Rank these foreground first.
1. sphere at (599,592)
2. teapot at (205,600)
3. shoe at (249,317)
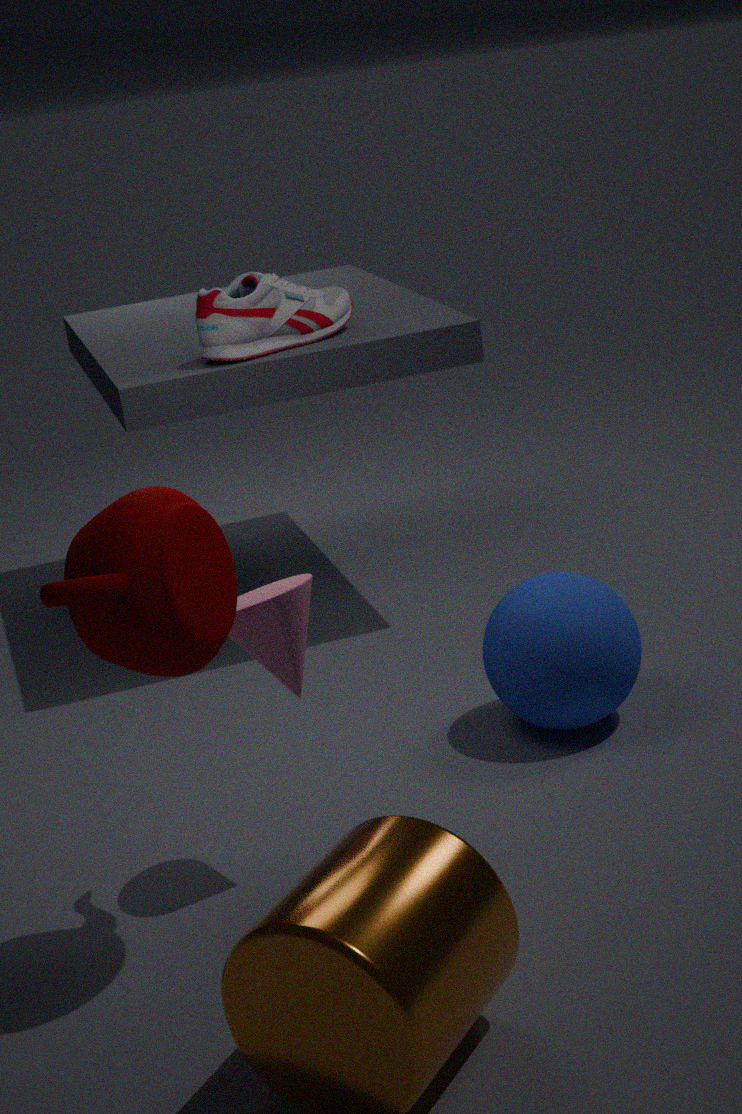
teapot at (205,600) < sphere at (599,592) < shoe at (249,317)
